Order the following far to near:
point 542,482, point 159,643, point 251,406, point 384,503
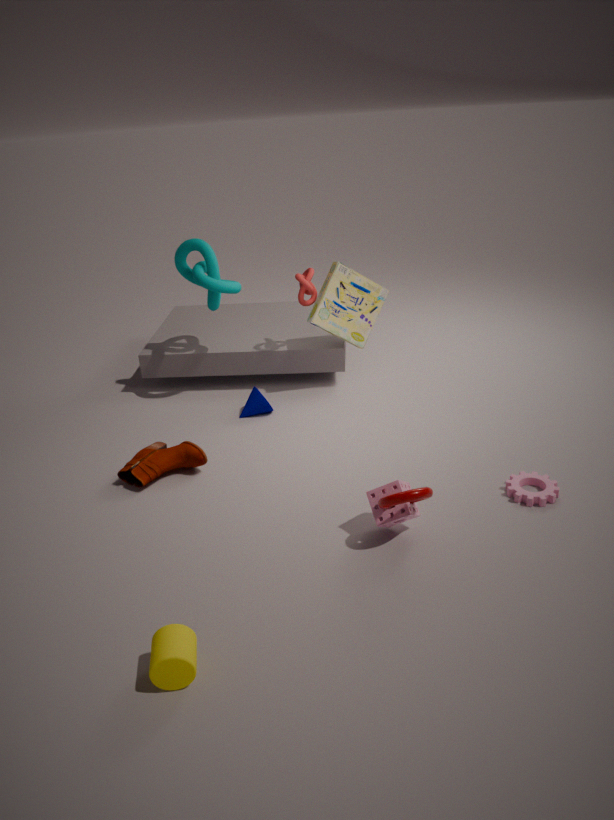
point 251,406, point 542,482, point 384,503, point 159,643
